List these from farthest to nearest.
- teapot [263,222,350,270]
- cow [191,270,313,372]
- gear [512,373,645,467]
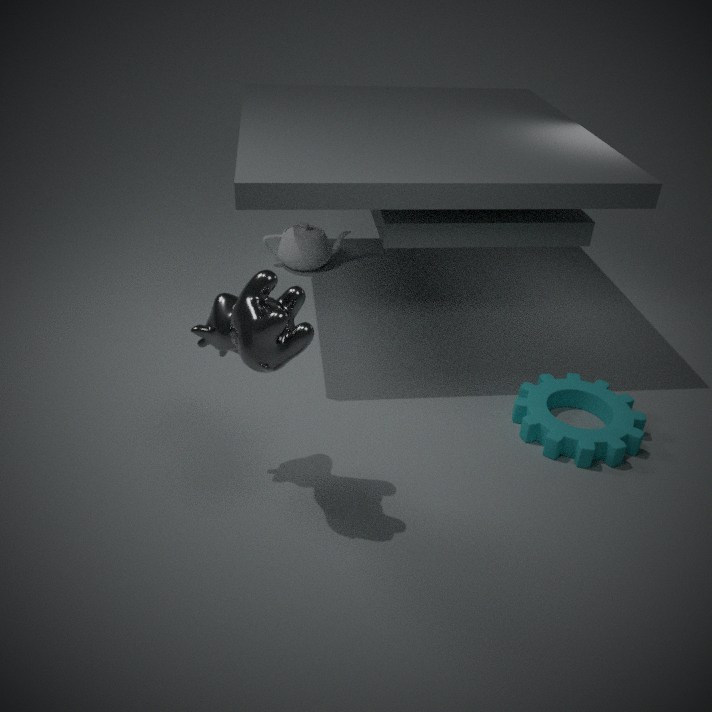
1. teapot [263,222,350,270]
2. gear [512,373,645,467]
3. cow [191,270,313,372]
